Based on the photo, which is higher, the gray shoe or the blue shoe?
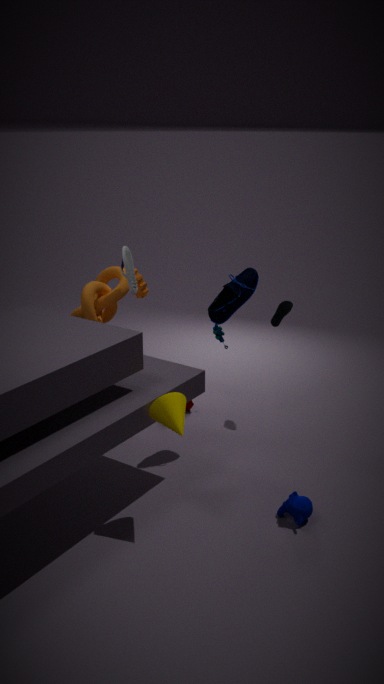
the gray shoe
